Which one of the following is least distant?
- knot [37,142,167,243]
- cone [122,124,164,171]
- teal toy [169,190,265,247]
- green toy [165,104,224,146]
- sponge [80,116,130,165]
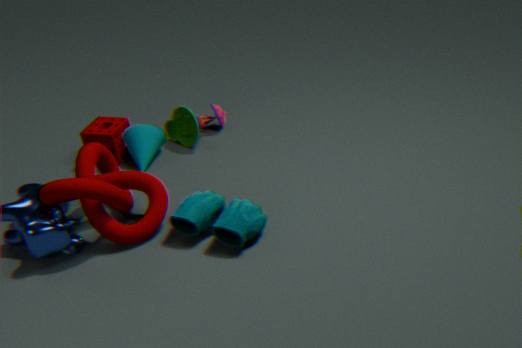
teal toy [169,190,265,247]
